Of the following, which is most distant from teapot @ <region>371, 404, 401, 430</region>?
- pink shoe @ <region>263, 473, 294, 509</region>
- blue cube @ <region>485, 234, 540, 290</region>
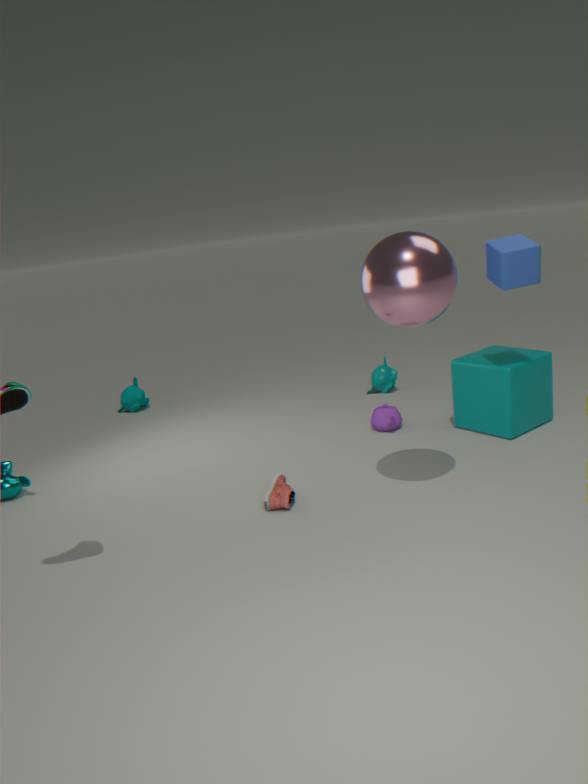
blue cube @ <region>485, 234, 540, 290</region>
